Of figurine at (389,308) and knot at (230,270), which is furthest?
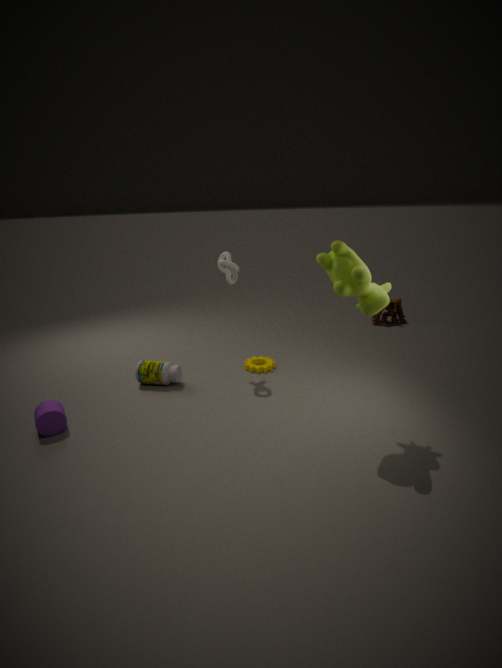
figurine at (389,308)
